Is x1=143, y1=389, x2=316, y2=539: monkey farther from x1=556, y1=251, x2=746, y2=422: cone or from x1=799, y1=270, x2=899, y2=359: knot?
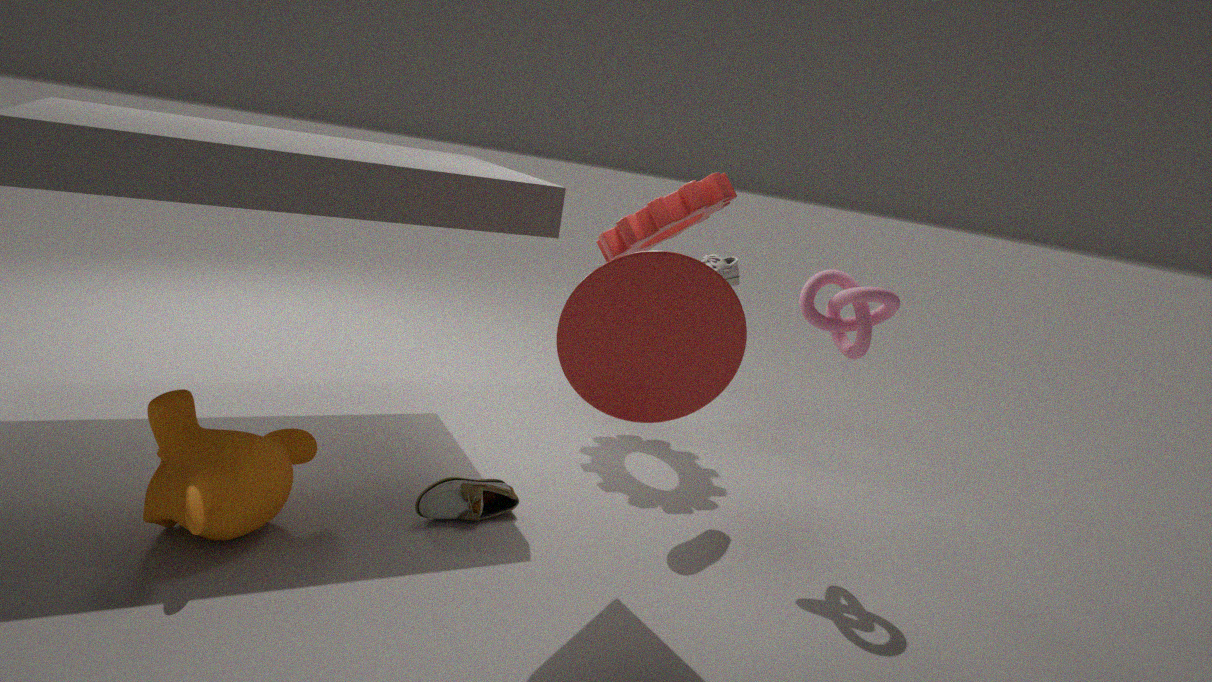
x1=799, y1=270, x2=899, y2=359: knot
